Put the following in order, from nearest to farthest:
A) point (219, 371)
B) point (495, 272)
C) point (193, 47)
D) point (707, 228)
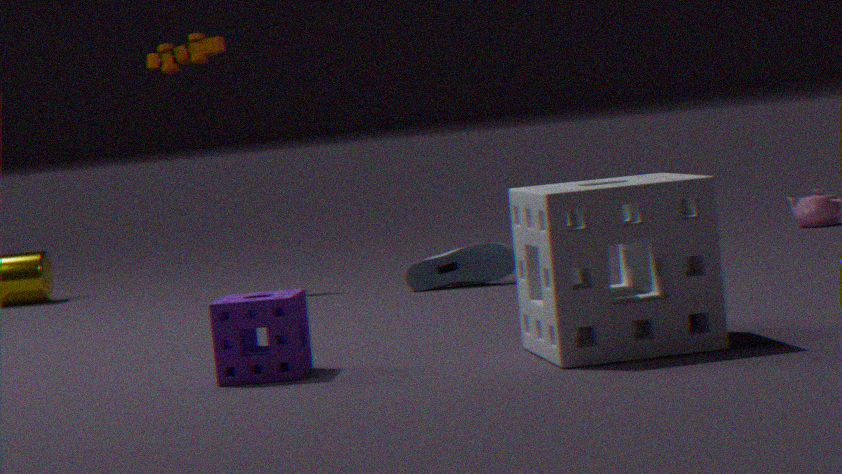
point (707, 228), point (219, 371), point (495, 272), point (193, 47)
